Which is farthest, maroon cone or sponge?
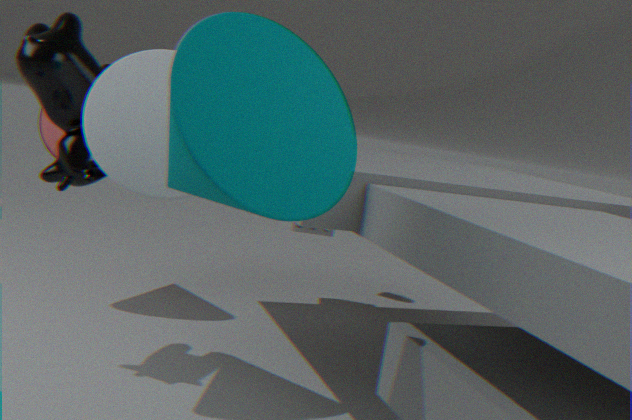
sponge
